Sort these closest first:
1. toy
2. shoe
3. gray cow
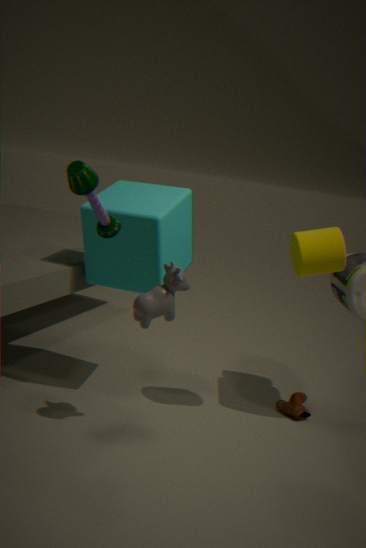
toy
gray cow
shoe
